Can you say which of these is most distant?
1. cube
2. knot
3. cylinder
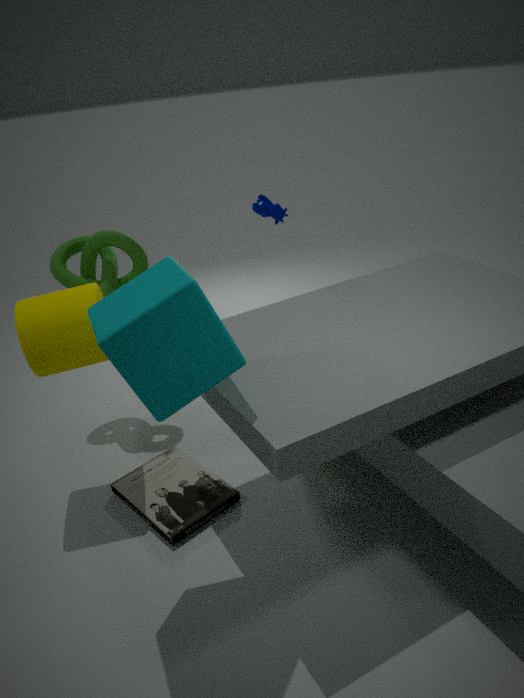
knot
